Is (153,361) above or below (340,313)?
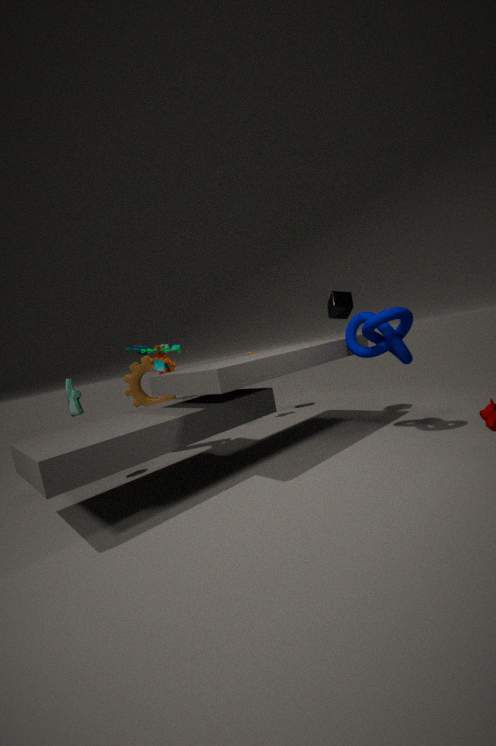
below
